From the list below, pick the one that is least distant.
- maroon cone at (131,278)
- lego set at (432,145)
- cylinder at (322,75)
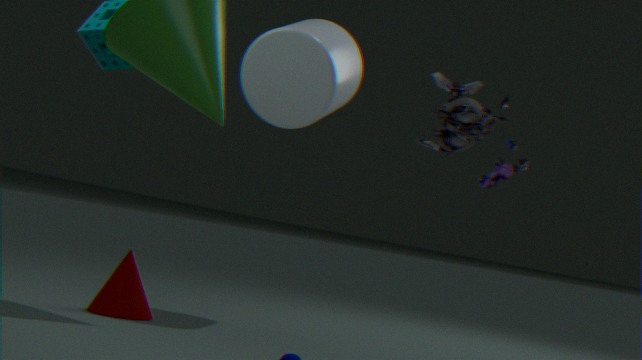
lego set at (432,145)
